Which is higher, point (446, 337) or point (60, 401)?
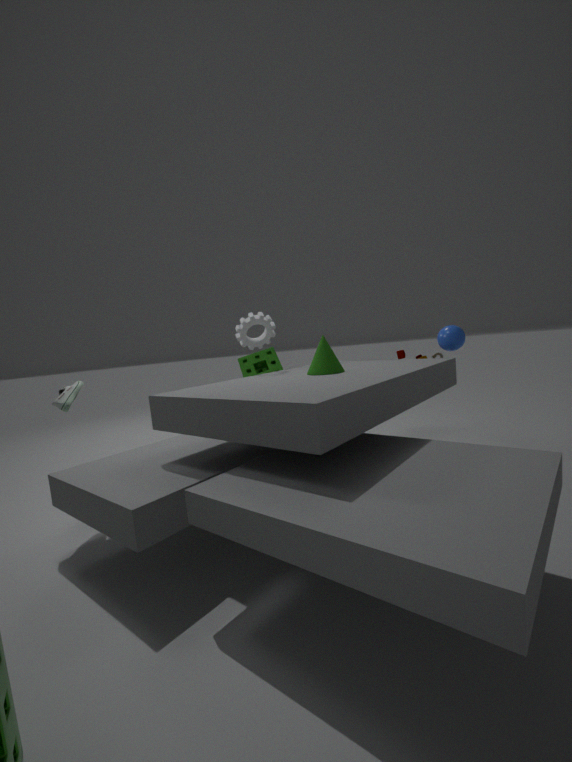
point (446, 337)
